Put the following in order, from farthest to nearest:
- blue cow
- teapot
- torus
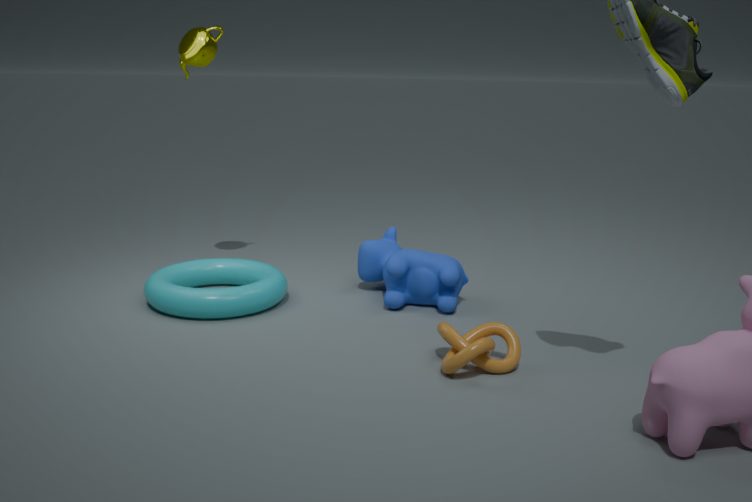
teapot
blue cow
torus
